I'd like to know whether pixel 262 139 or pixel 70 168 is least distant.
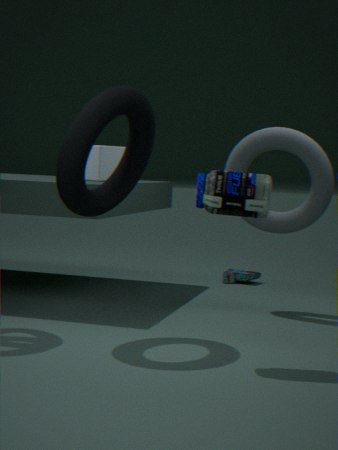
pixel 70 168
